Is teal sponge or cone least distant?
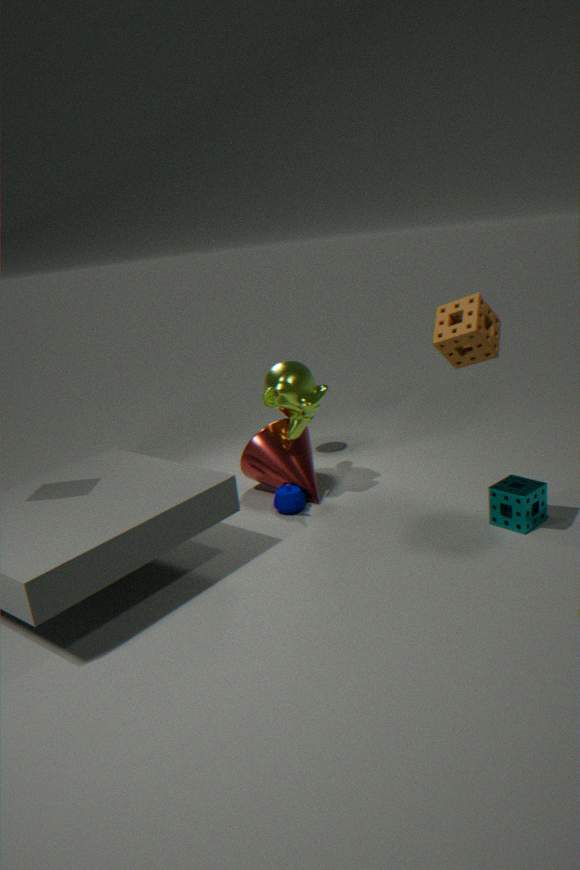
teal sponge
